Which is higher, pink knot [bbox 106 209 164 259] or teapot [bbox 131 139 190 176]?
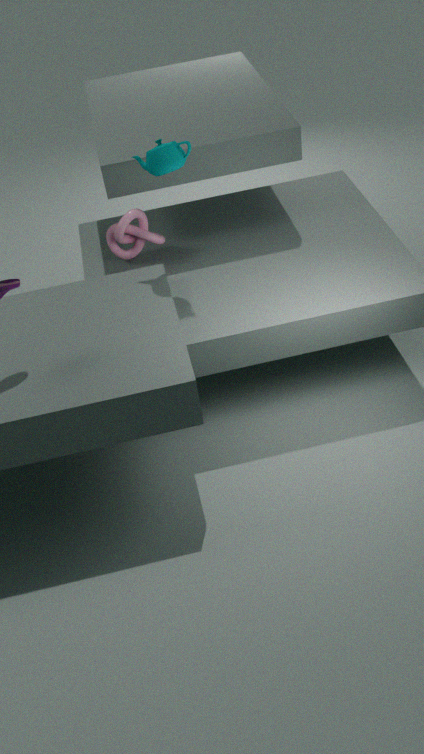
teapot [bbox 131 139 190 176]
